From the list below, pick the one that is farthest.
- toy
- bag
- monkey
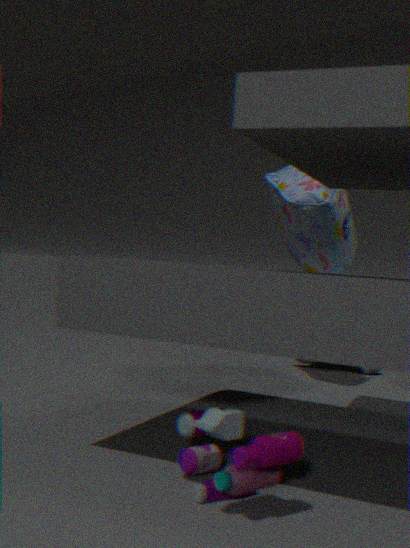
bag
